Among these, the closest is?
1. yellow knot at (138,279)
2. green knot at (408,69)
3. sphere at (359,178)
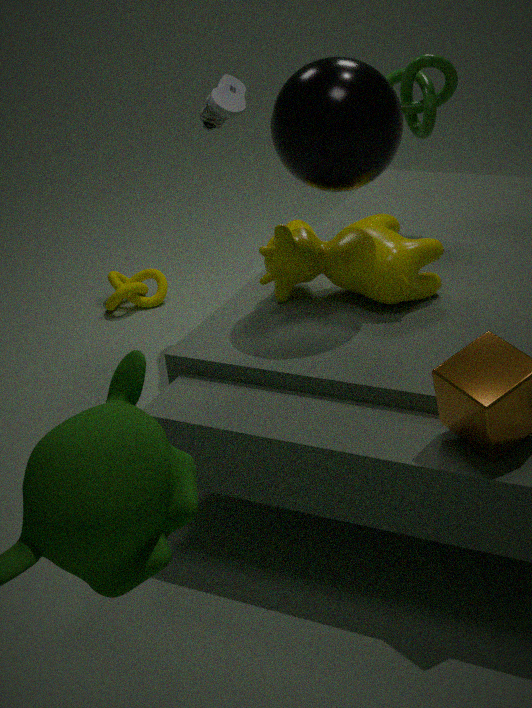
sphere at (359,178)
